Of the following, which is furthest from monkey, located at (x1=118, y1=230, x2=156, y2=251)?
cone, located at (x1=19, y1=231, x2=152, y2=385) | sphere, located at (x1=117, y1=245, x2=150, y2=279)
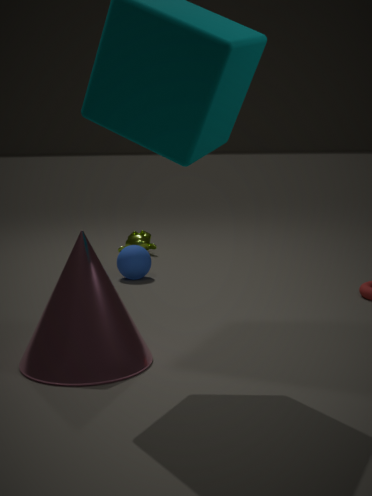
cone, located at (x1=19, y1=231, x2=152, y2=385)
